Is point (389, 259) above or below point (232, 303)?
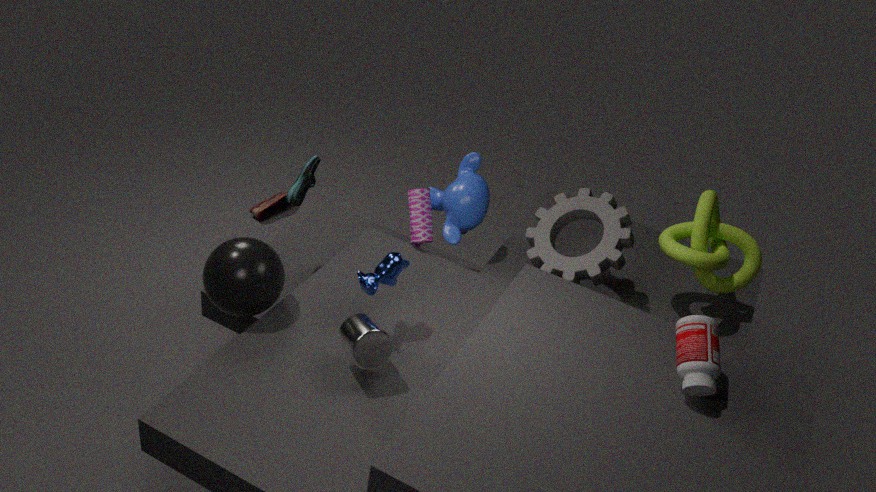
above
